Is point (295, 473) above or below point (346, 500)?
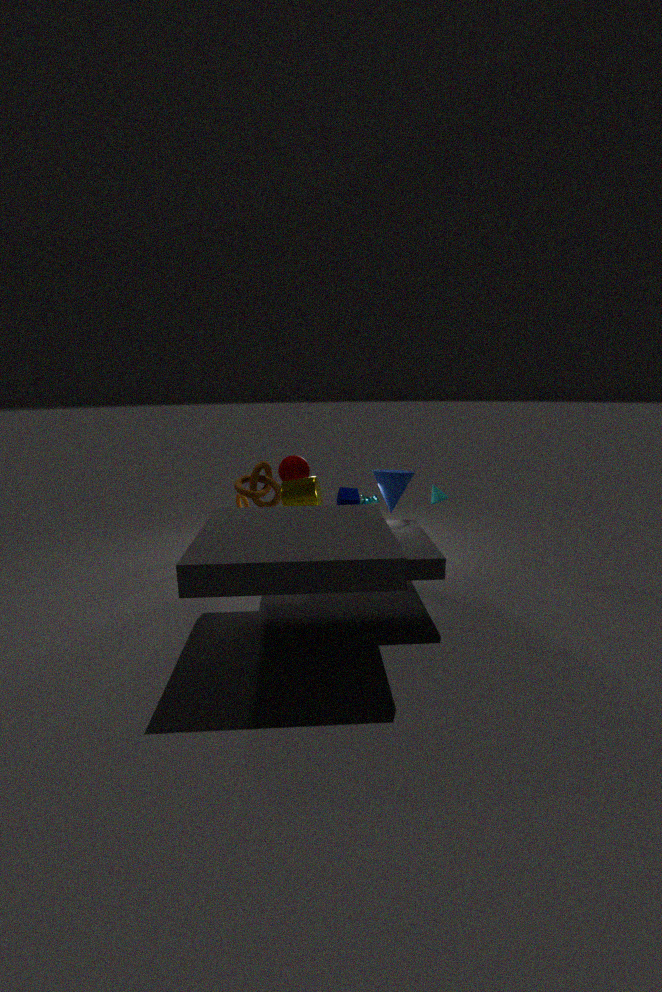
above
